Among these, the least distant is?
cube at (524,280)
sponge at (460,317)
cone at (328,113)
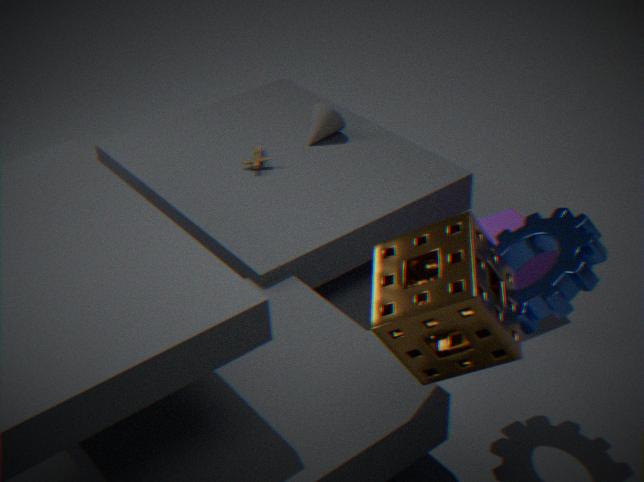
sponge at (460,317)
